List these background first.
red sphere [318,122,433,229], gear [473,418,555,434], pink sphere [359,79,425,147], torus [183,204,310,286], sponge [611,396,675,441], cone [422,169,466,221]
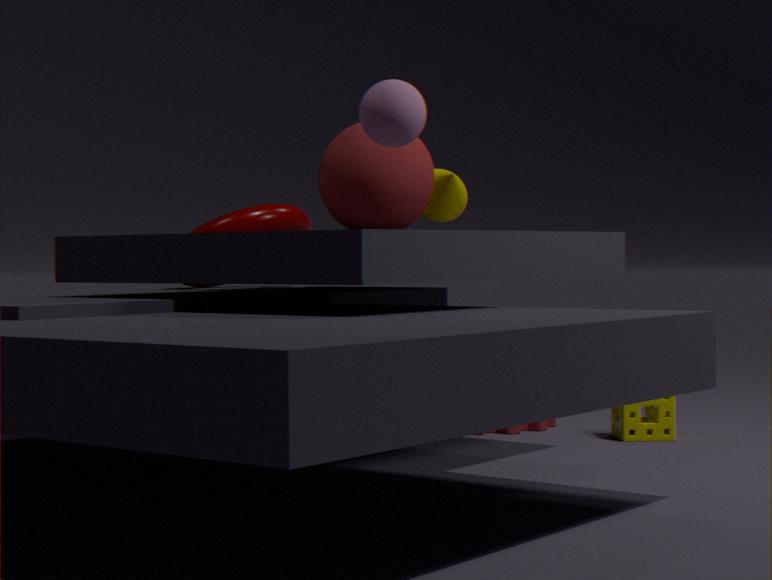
cone [422,169,466,221], gear [473,418,555,434], torus [183,204,310,286], sponge [611,396,675,441], red sphere [318,122,433,229], pink sphere [359,79,425,147]
